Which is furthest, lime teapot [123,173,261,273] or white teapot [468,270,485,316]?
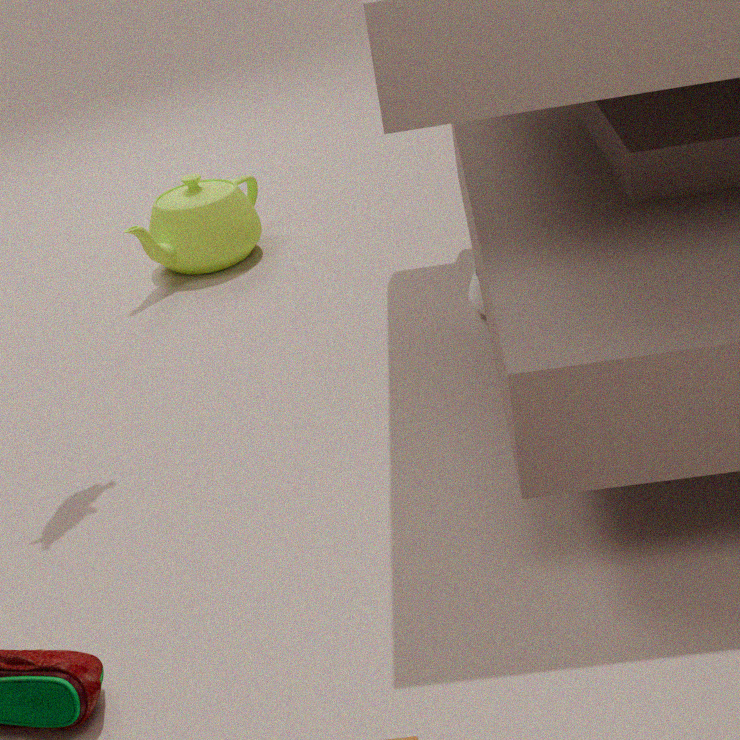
lime teapot [123,173,261,273]
